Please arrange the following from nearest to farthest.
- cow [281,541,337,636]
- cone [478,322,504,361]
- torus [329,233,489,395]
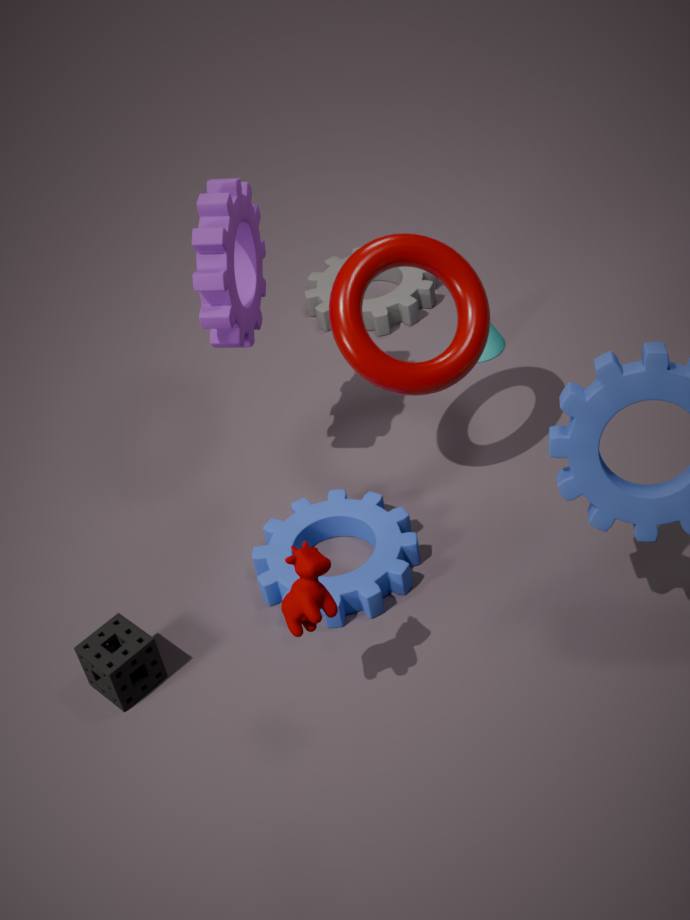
1. cow [281,541,337,636]
2. torus [329,233,489,395]
3. cone [478,322,504,361]
